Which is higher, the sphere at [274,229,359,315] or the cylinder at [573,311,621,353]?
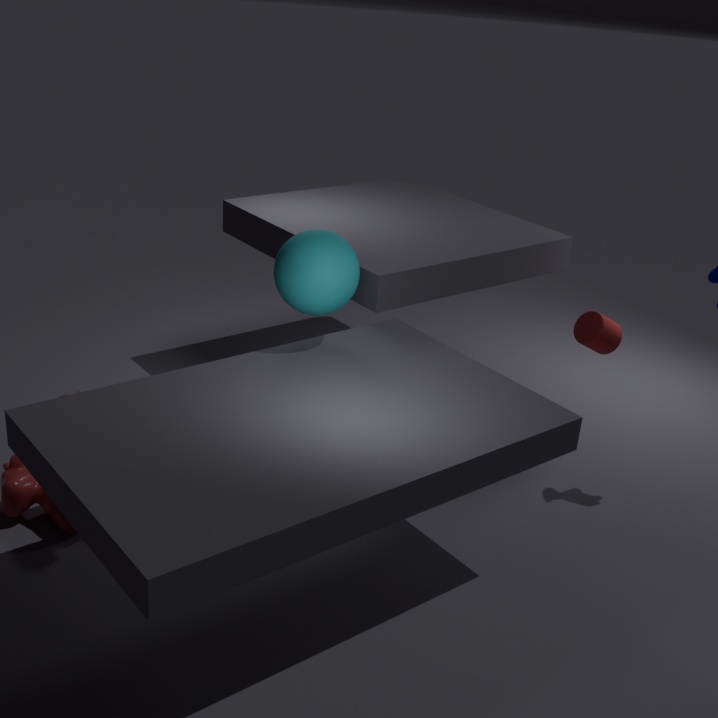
the sphere at [274,229,359,315]
